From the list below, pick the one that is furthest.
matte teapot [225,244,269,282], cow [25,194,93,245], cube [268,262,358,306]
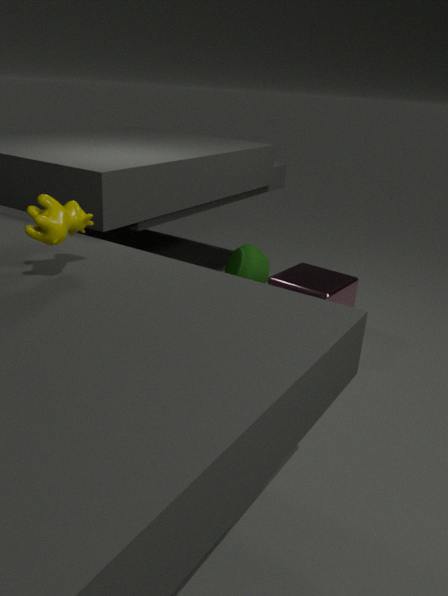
matte teapot [225,244,269,282]
